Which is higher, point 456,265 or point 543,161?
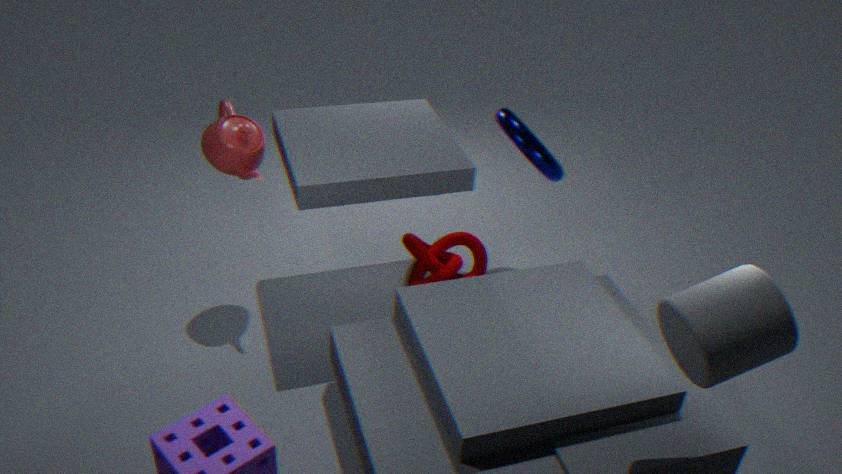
point 543,161
